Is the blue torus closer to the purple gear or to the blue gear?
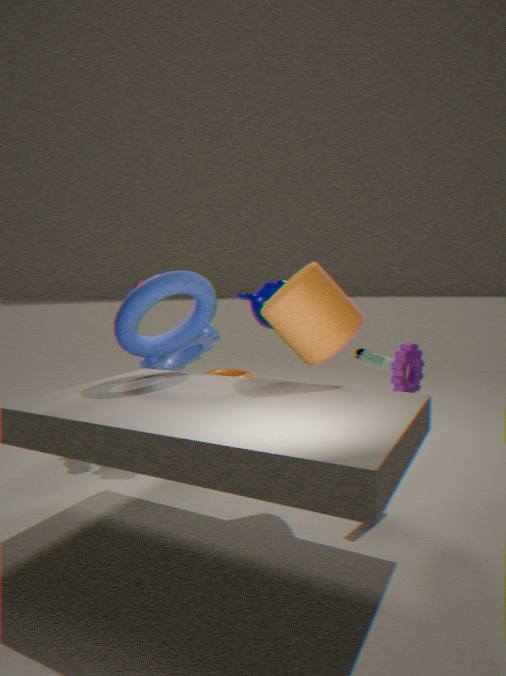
the blue gear
